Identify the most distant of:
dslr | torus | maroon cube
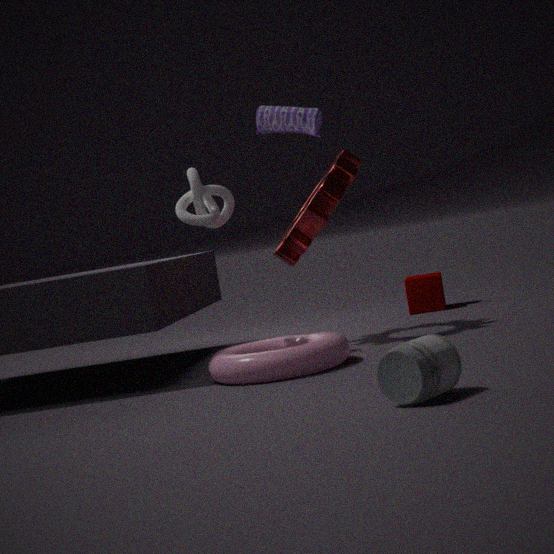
maroon cube
